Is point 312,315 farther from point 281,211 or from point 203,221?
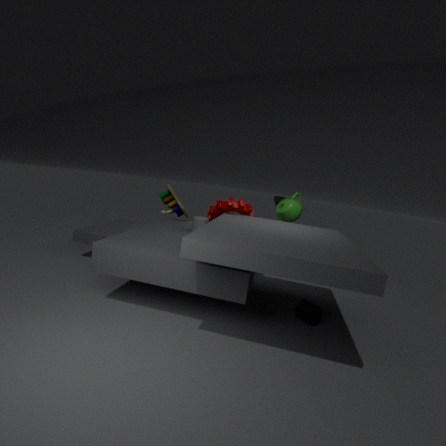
point 203,221
